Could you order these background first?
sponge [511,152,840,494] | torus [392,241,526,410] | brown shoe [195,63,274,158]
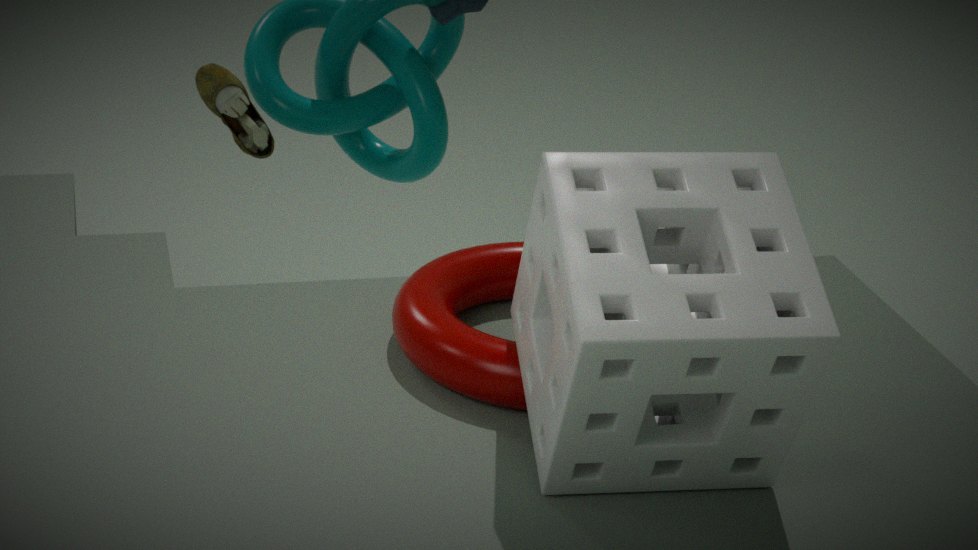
brown shoe [195,63,274,158], torus [392,241,526,410], sponge [511,152,840,494]
